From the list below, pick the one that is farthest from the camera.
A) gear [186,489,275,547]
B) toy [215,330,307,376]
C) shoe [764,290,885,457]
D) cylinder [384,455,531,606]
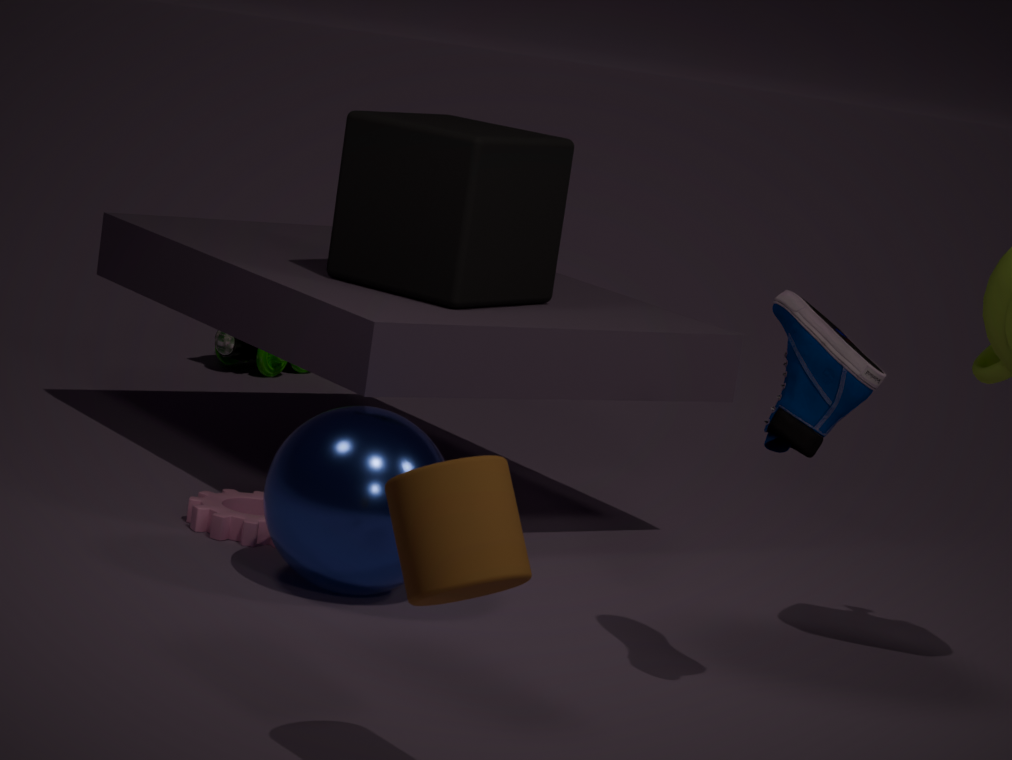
toy [215,330,307,376]
